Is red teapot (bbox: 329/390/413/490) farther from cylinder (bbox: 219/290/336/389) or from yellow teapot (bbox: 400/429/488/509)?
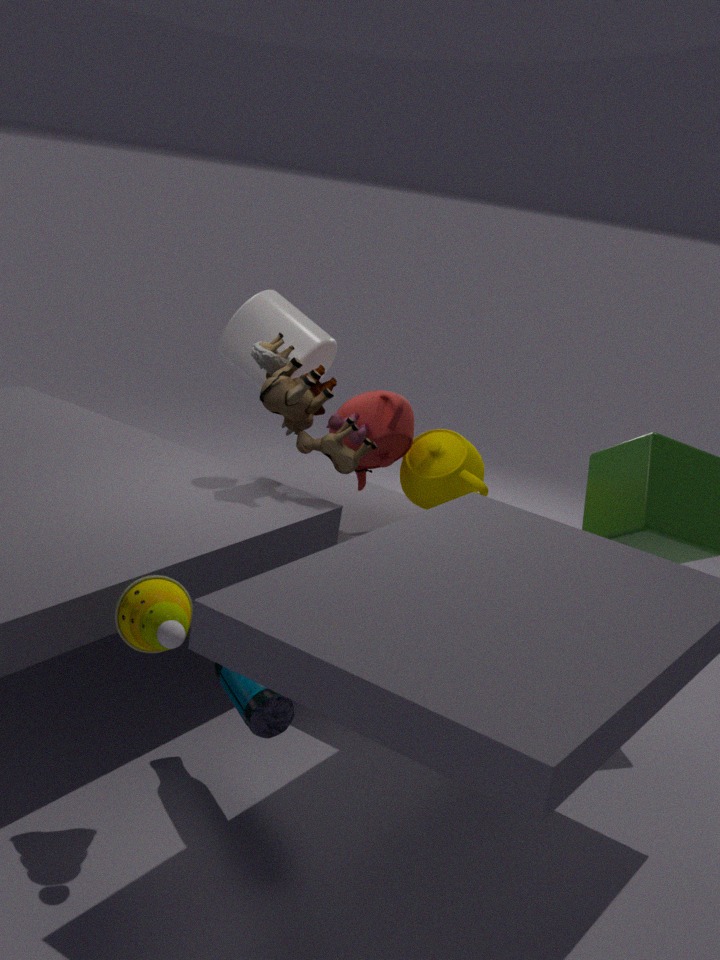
cylinder (bbox: 219/290/336/389)
